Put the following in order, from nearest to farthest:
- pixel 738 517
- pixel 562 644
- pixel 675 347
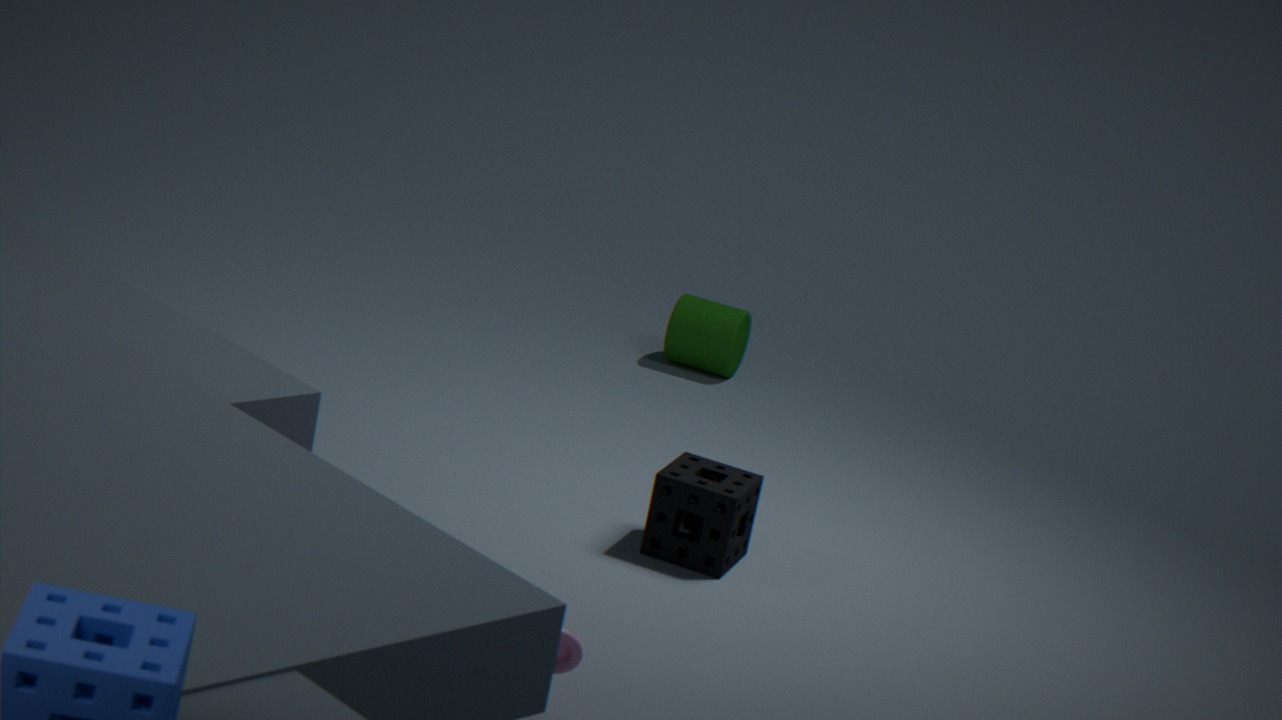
pixel 562 644 < pixel 738 517 < pixel 675 347
